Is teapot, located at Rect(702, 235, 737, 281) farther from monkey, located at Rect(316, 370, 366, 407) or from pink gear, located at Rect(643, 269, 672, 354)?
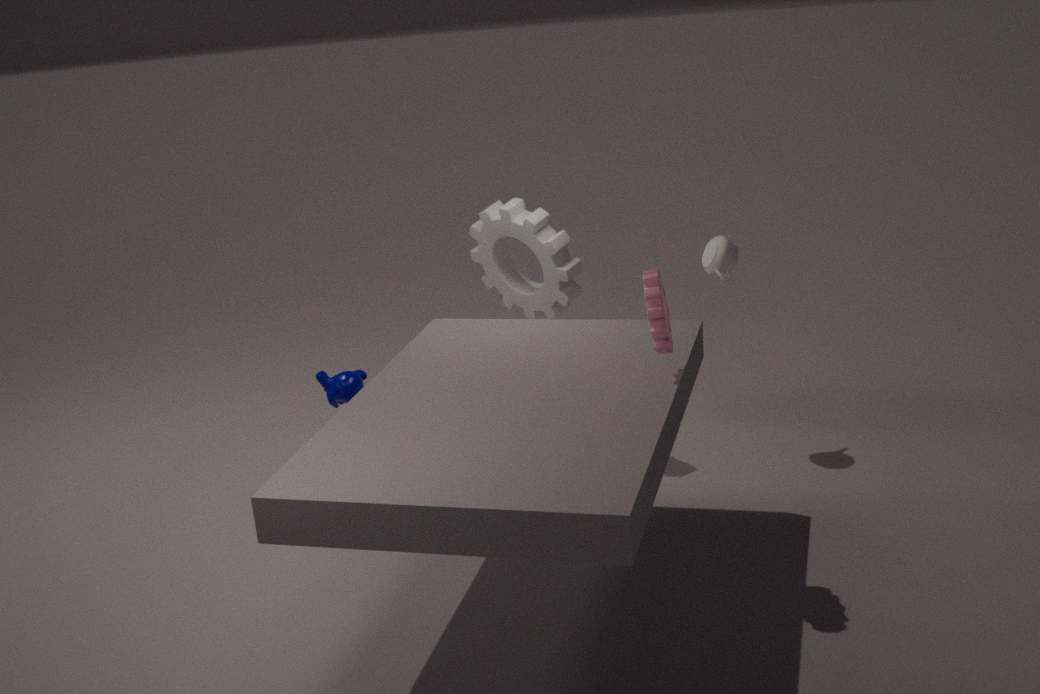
monkey, located at Rect(316, 370, 366, 407)
